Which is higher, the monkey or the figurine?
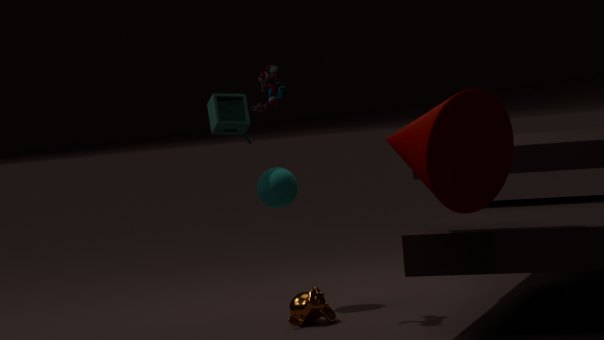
the figurine
